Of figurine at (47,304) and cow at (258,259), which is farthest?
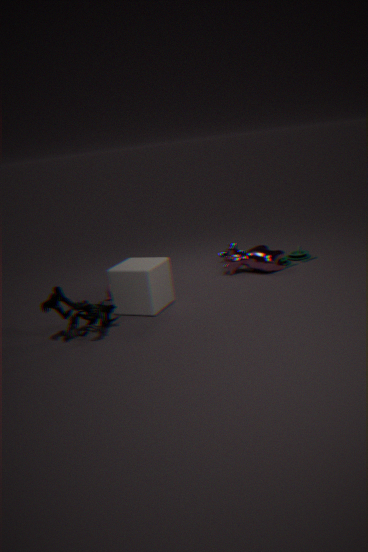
cow at (258,259)
